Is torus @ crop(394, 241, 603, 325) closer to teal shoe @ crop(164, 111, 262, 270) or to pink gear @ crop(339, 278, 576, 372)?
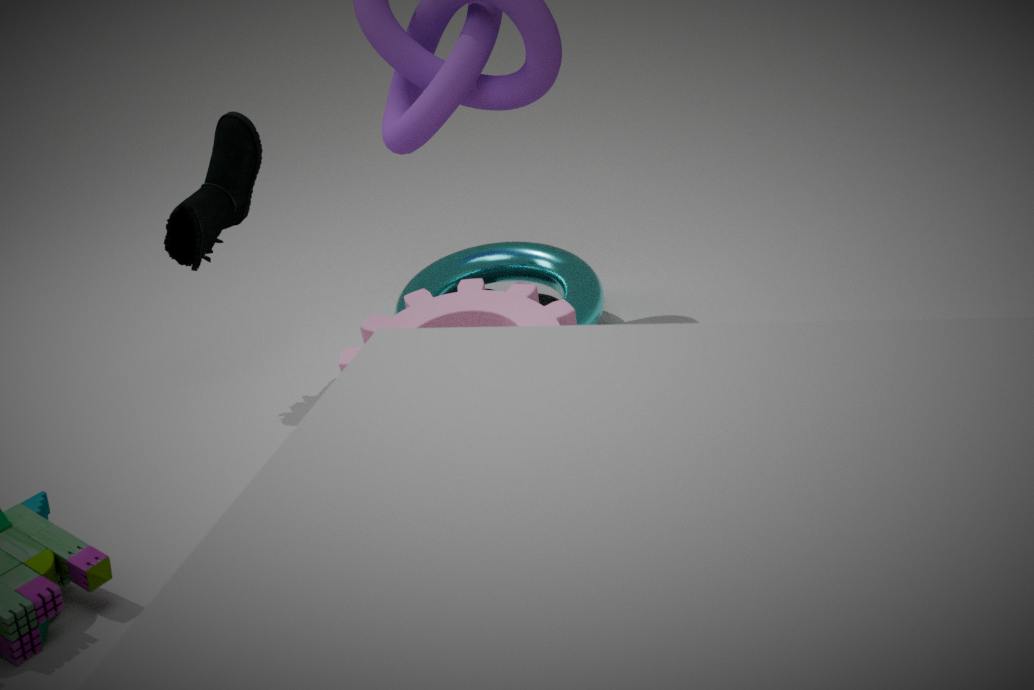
pink gear @ crop(339, 278, 576, 372)
